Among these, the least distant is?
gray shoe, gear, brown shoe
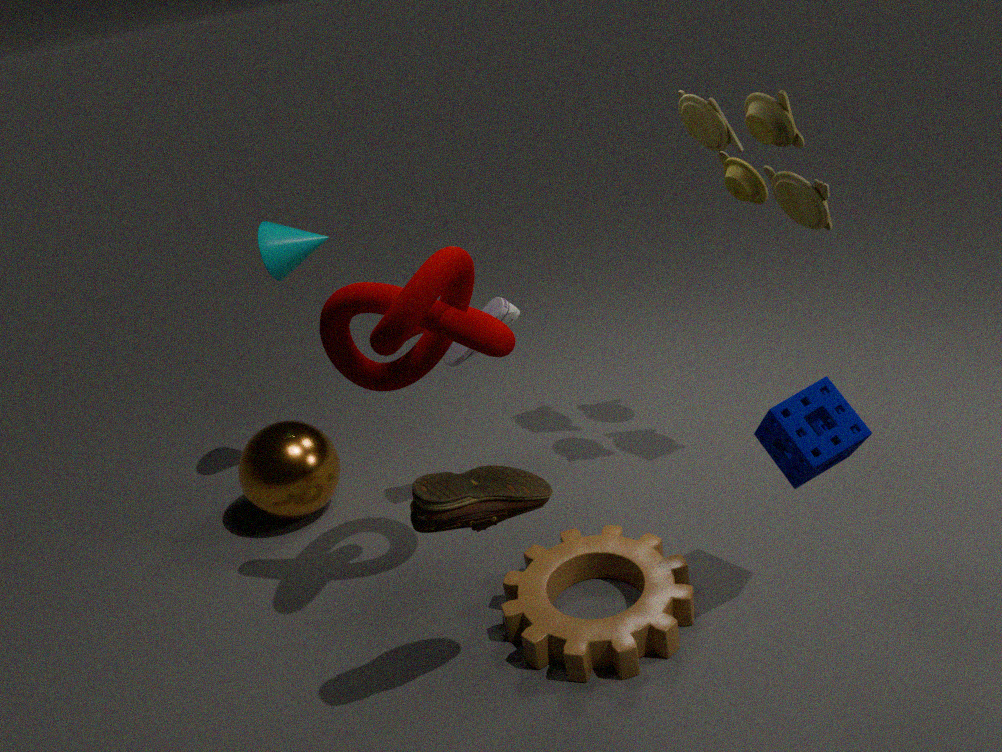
brown shoe
